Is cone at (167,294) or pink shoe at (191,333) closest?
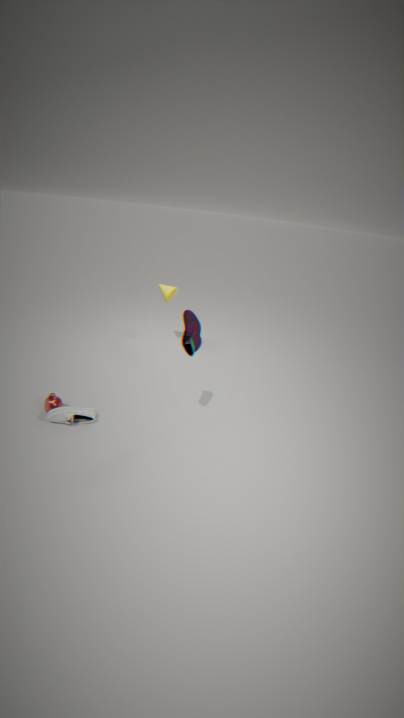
pink shoe at (191,333)
